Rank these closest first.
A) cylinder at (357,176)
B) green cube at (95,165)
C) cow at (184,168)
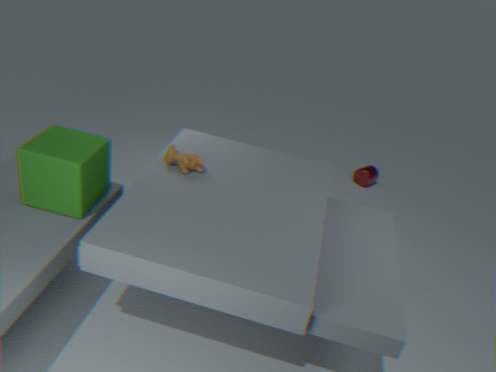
1. green cube at (95,165)
2. cow at (184,168)
3. cylinder at (357,176)
